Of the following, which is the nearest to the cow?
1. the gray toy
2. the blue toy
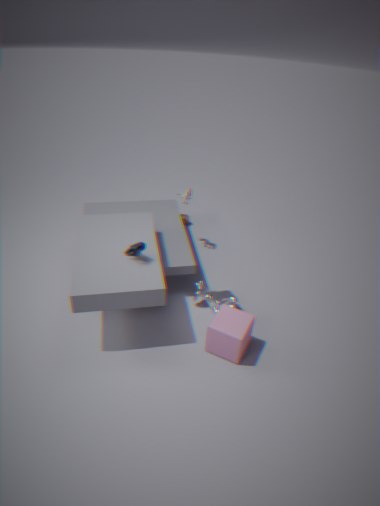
the blue toy
